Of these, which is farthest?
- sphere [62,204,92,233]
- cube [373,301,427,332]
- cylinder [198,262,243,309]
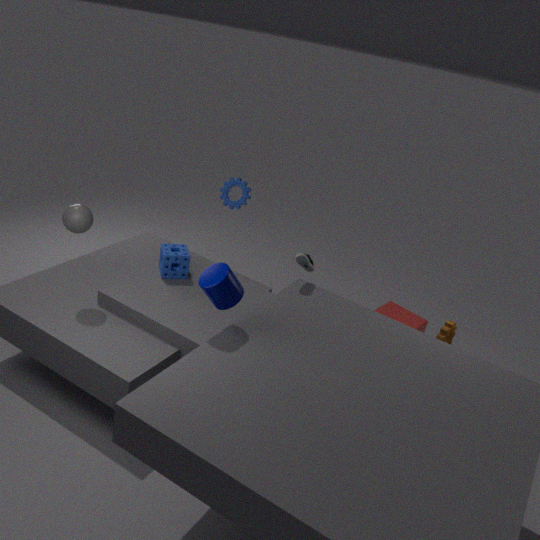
cube [373,301,427,332]
